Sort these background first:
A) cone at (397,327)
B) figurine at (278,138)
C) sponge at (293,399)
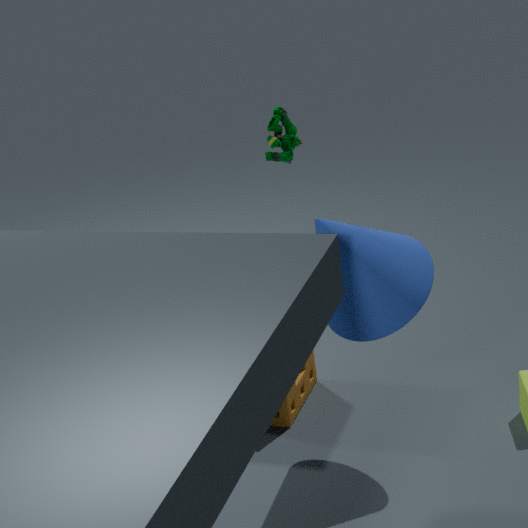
sponge at (293,399), figurine at (278,138), cone at (397,327)
